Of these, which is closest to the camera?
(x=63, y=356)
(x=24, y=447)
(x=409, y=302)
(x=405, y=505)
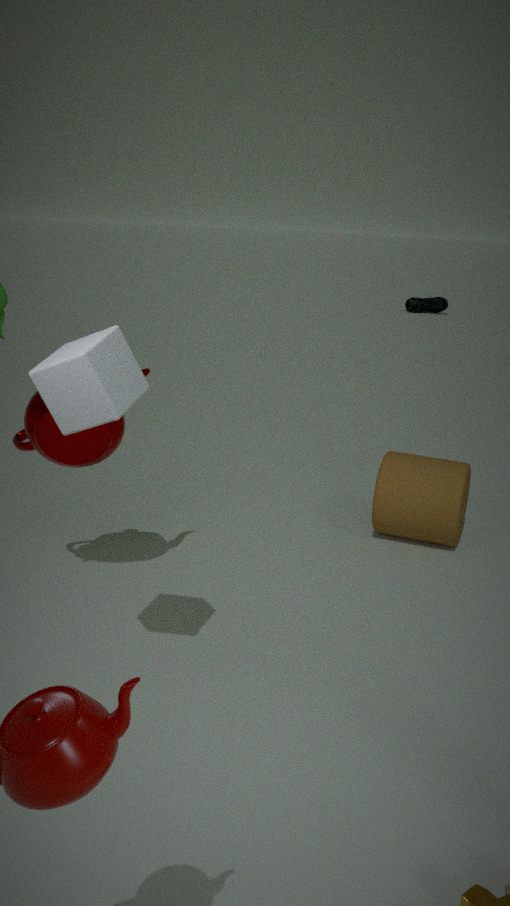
(x=63, y=356)
